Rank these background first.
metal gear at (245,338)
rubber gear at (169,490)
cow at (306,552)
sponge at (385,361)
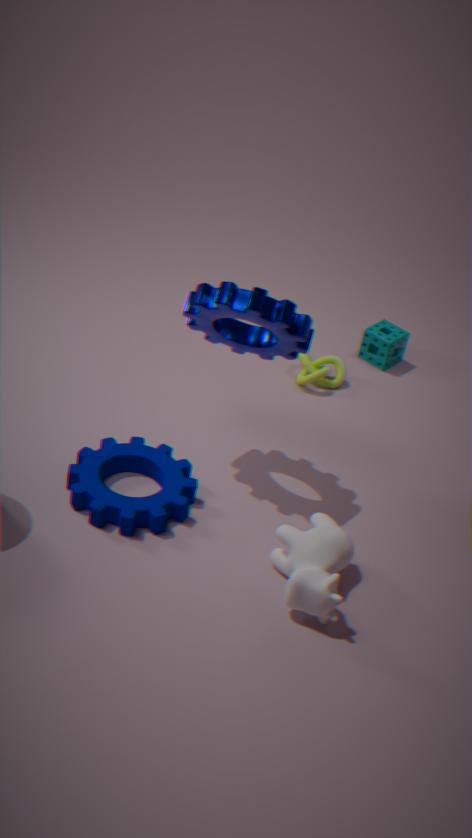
sponge at (385,361)
rubber gear at (169,490)
metal gear at (245,338)
cow at (306,552)
